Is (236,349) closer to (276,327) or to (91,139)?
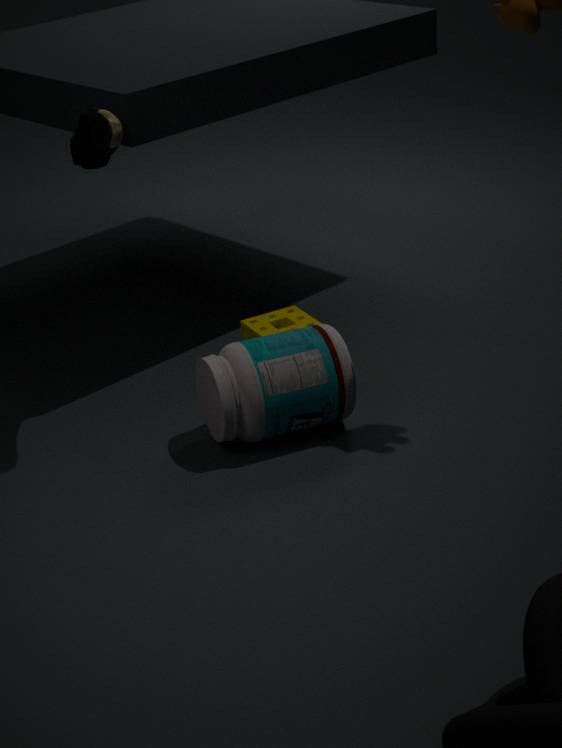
(276,327)
